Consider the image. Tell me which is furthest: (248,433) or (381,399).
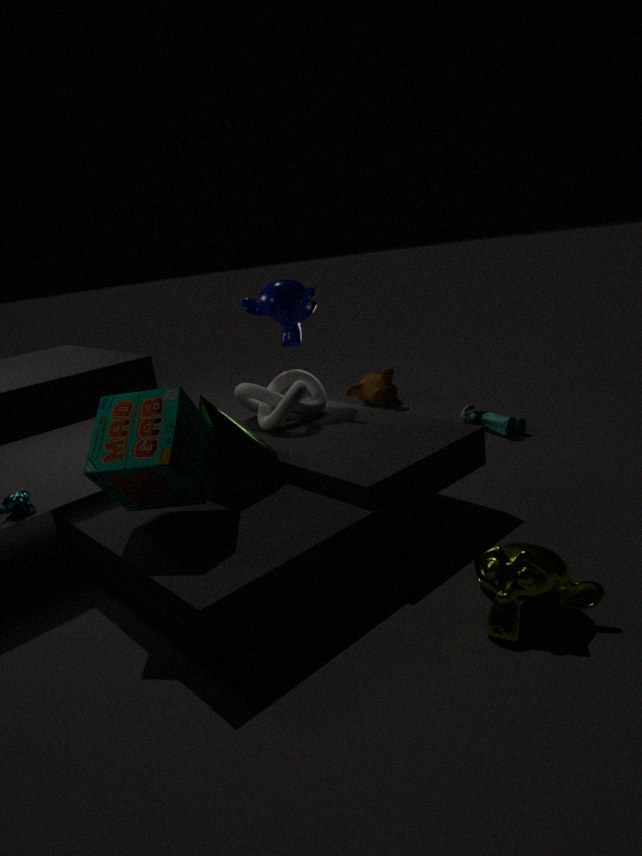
(381,399)
